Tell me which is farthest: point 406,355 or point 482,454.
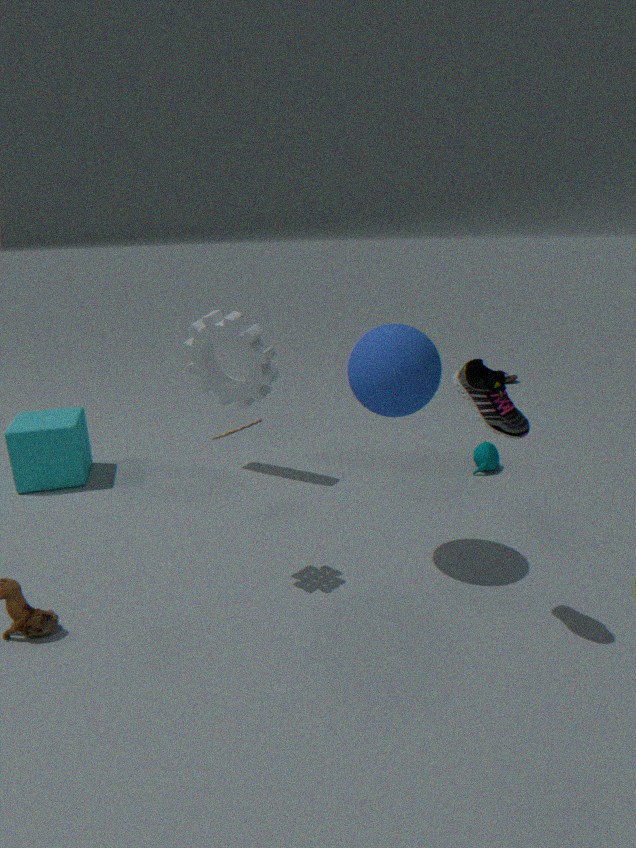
point 482,454
